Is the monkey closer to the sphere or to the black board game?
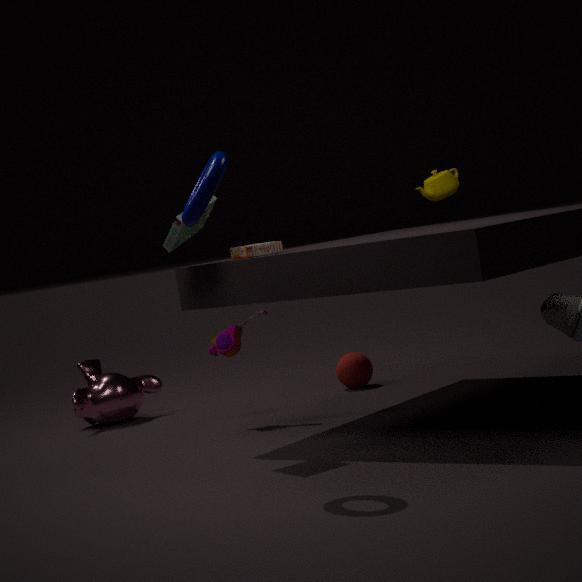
the sphere
